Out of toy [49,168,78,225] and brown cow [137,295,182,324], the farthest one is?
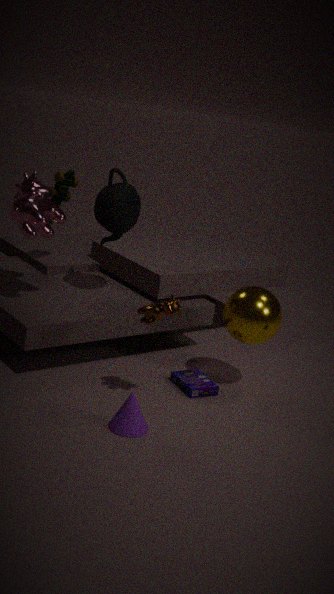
toy [49,168,78,225]
